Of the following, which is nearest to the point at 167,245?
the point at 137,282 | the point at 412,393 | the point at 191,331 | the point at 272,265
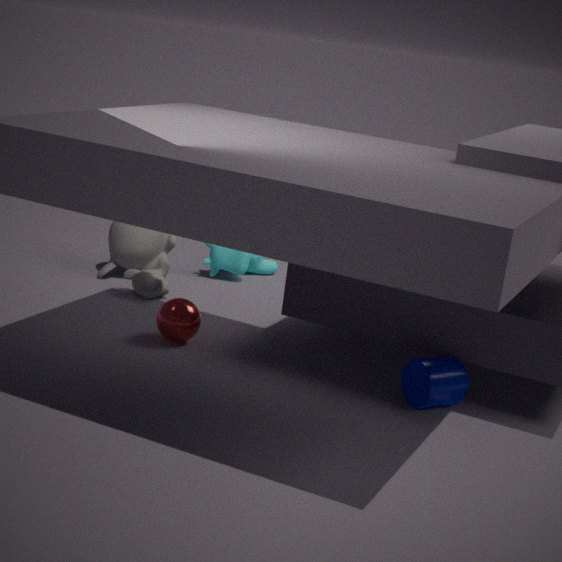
the point at 137,282
